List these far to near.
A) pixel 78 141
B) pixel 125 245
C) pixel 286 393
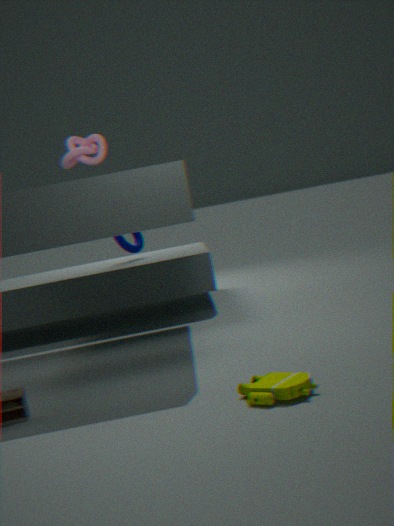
pixel 125 245 → pixel 78 141 → pixel 286 393
